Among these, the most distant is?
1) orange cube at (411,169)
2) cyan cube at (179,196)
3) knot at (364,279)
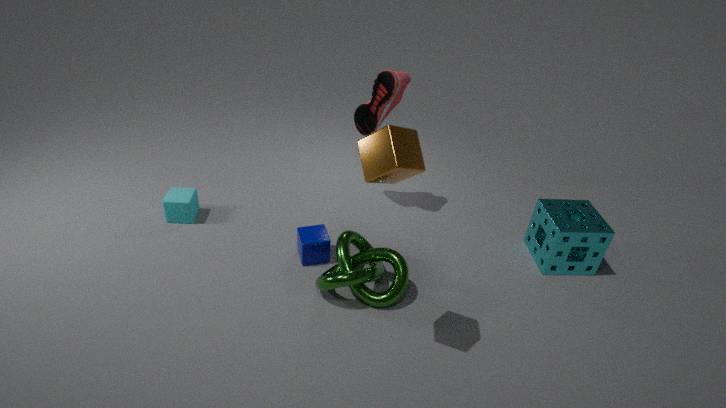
2. cyan cube at (179,196)
